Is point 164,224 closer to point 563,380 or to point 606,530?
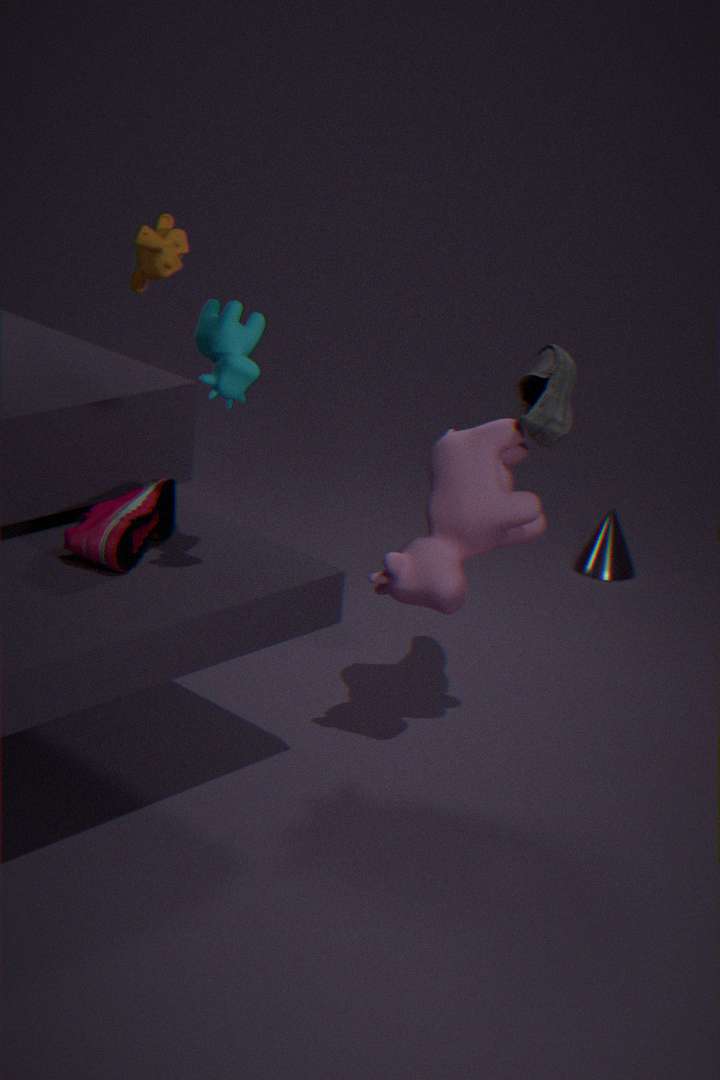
point 563,380
